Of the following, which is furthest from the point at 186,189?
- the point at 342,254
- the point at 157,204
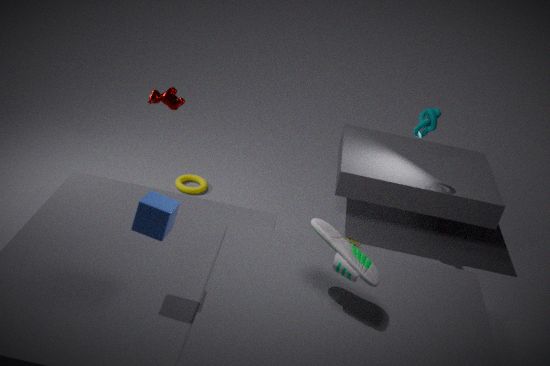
the point at 342,254
